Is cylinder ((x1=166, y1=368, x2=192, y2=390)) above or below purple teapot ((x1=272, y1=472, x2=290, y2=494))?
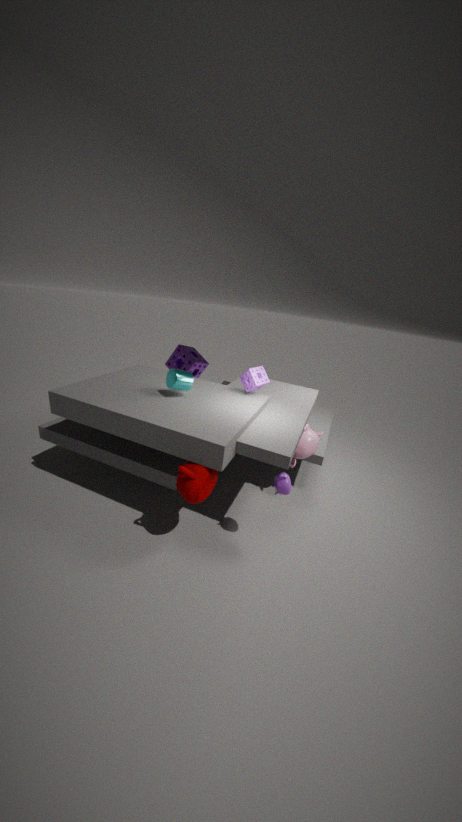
above
